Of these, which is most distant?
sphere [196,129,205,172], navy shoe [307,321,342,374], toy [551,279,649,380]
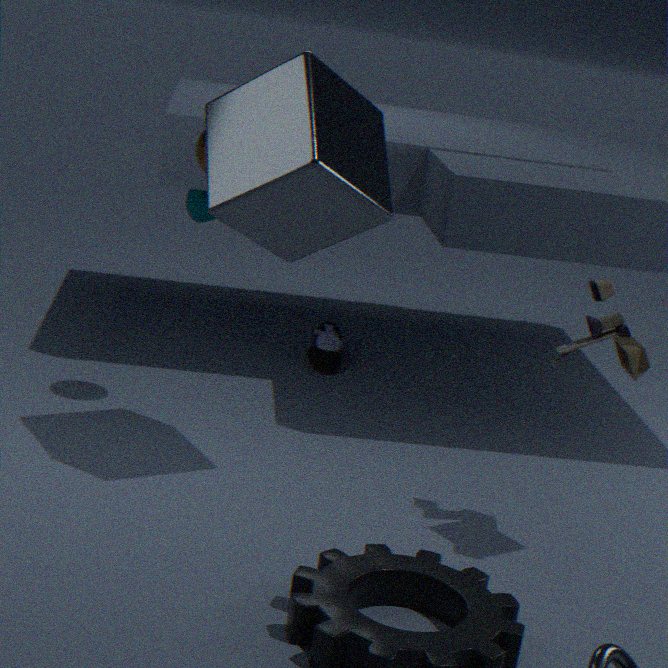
navy shoe [307,321,342,374]
